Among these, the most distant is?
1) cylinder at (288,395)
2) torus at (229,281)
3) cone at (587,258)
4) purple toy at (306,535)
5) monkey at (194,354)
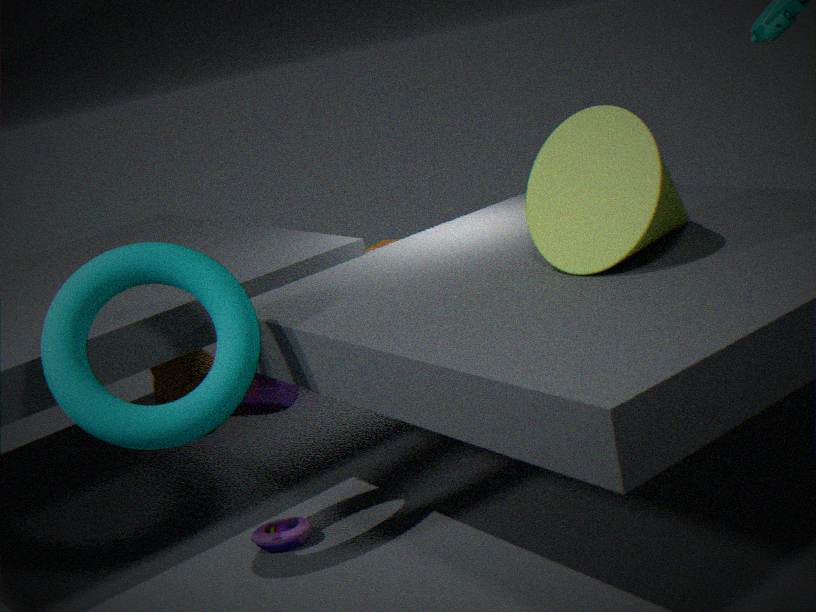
1. cylinder at (288,395)
